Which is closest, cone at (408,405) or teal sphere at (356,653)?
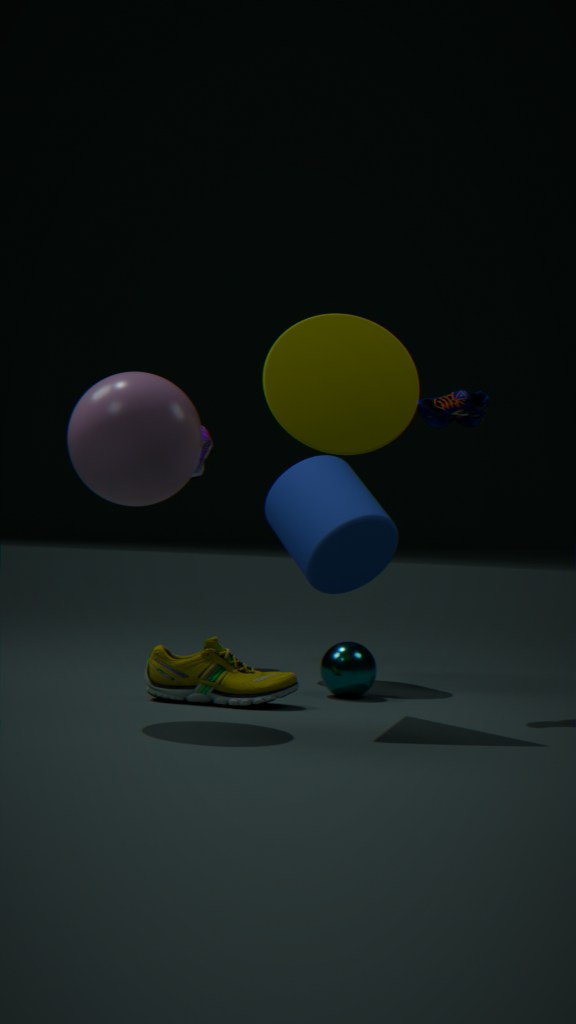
cone at (408,405)
